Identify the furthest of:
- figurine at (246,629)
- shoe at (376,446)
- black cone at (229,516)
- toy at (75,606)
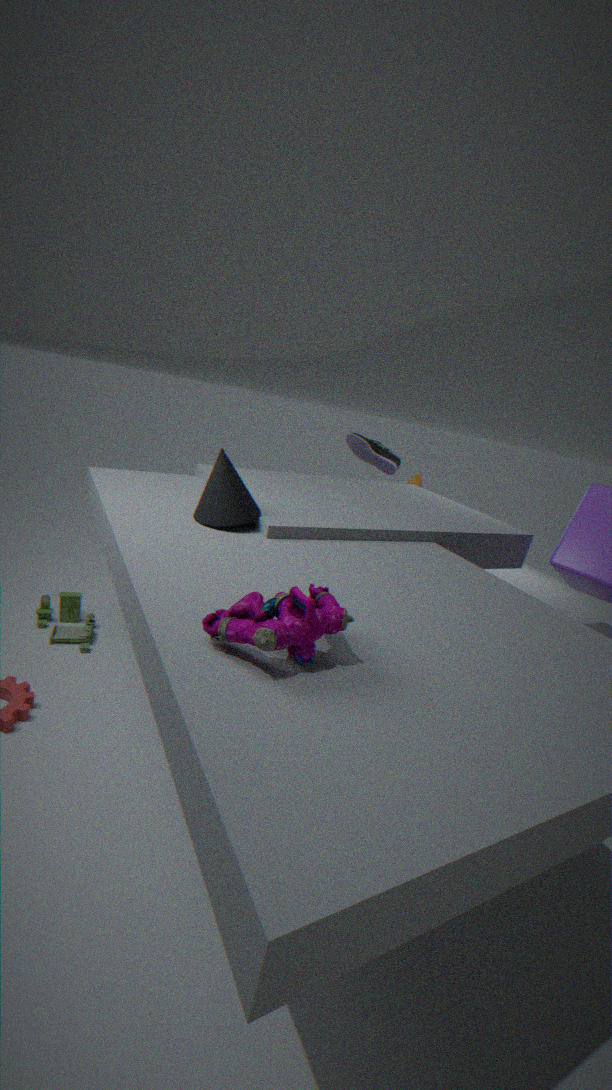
shoe at (376,446)
